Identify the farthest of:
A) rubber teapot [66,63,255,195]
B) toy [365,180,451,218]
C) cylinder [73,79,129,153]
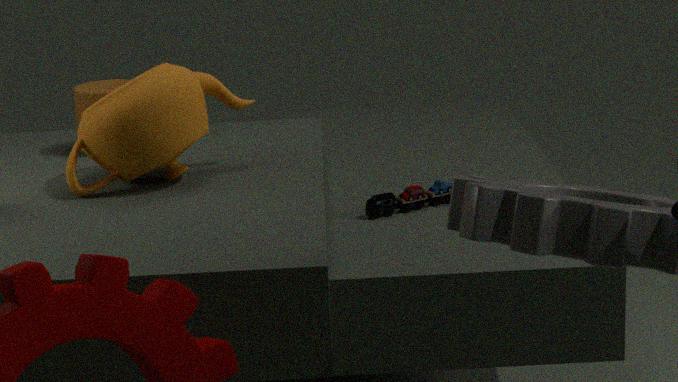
cylinder [73,79,129,153]
